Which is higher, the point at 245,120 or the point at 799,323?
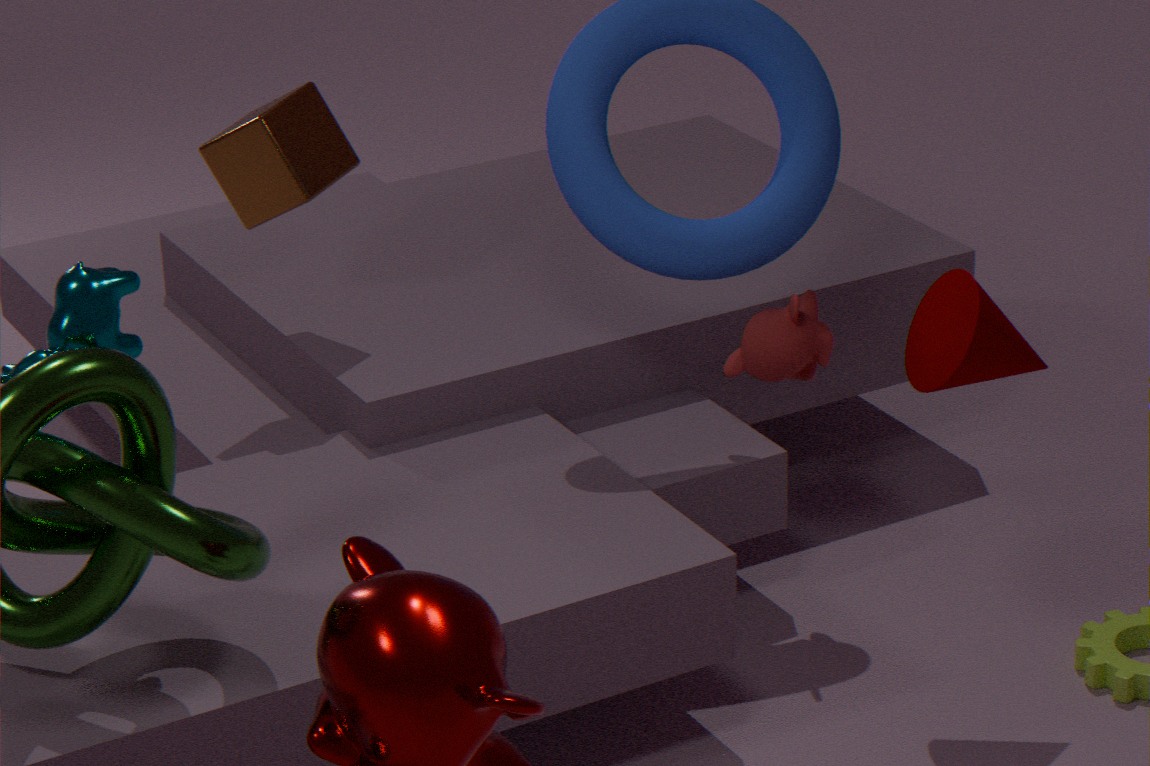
the point at 245,120
